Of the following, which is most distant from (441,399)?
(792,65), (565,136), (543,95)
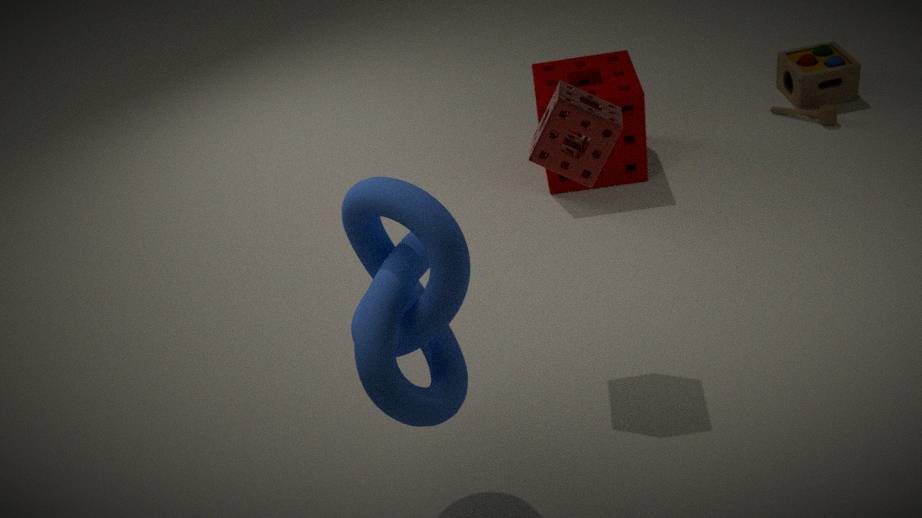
(792,65)
